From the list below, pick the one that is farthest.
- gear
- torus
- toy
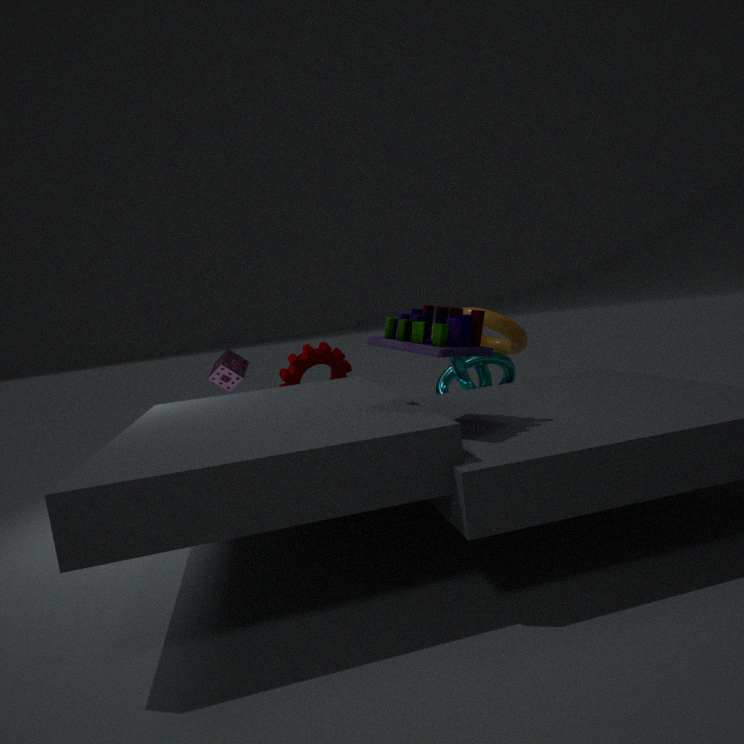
gear
